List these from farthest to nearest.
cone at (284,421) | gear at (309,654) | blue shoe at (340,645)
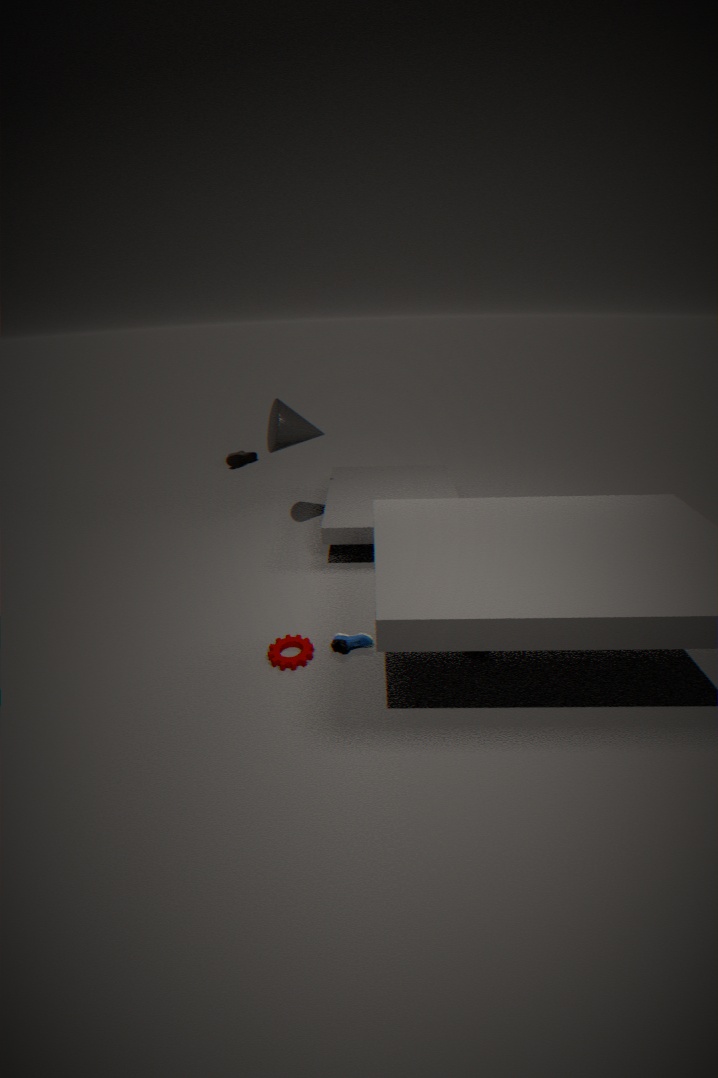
cone at (284,421), blue shoe at (340,645), gear at (309,654)
